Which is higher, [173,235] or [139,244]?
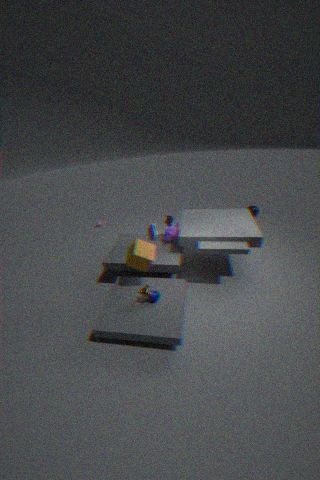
[139,244]
